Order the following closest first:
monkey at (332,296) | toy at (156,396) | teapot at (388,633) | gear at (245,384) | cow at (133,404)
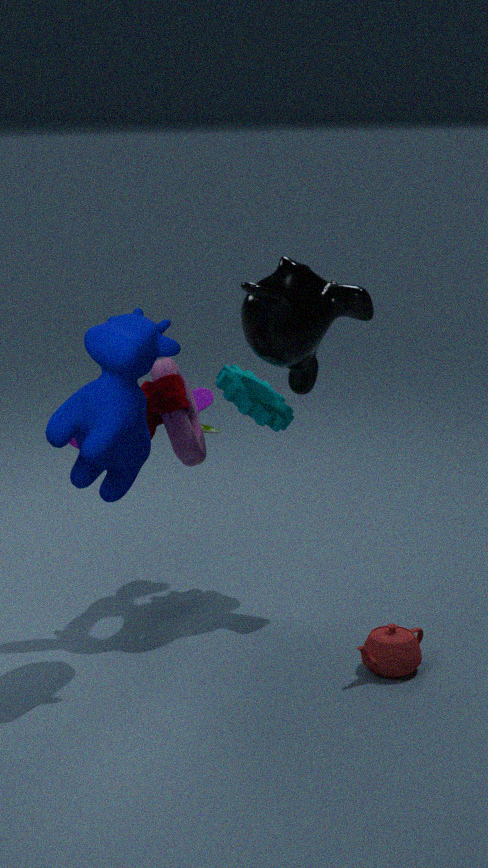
cow at (133,404) → teapot at (388,633) → toy at (156,396) → monkey at (332,296) → gear at (245,384)
